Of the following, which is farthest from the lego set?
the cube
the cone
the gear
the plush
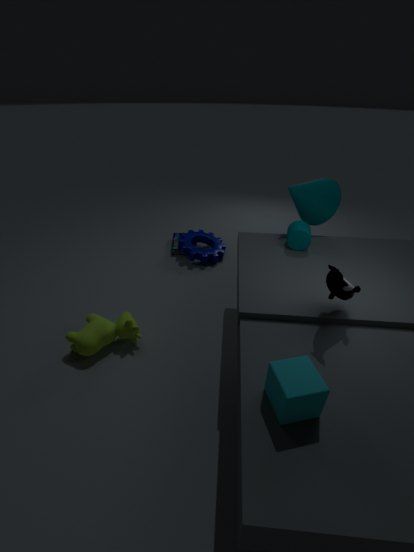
the cube
